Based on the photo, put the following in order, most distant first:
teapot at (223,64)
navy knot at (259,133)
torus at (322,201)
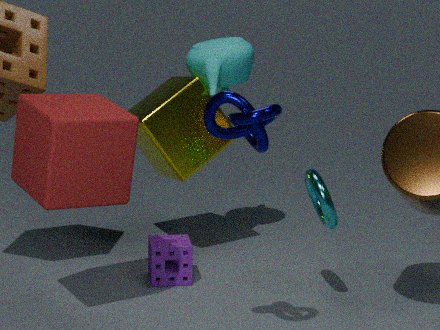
teapot at (223,64), torus at (322,201), navy knot at (259,133)
